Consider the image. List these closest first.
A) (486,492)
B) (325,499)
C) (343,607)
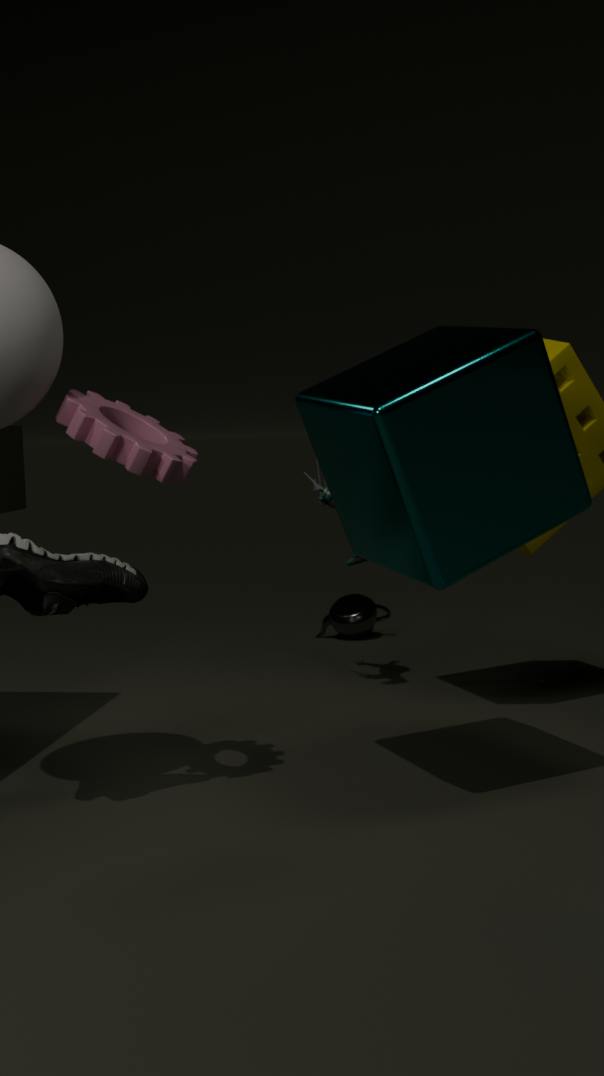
(486,492), (325,499), (343,607)
